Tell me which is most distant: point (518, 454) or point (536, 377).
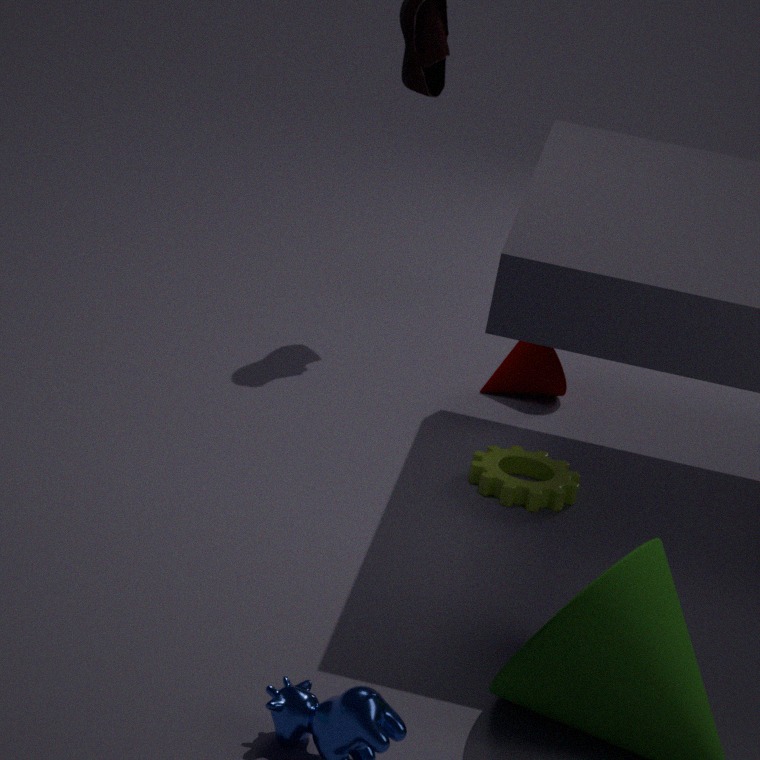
point (536, 377)
